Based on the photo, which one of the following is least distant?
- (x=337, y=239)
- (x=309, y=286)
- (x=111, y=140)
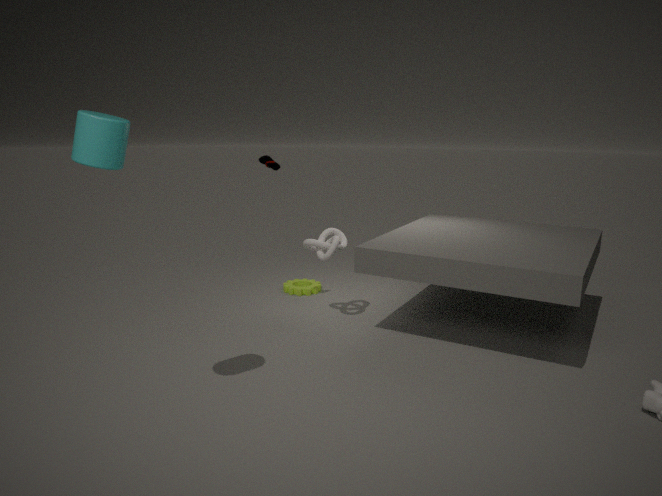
(x=111, y=140)
